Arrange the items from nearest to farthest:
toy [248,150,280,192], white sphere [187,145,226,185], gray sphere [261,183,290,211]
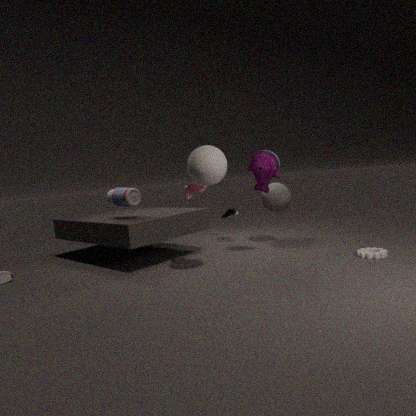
white sphere [187,145,226,185]
toy [248,150,280,192]
gray sphere [261,183,290,211]
